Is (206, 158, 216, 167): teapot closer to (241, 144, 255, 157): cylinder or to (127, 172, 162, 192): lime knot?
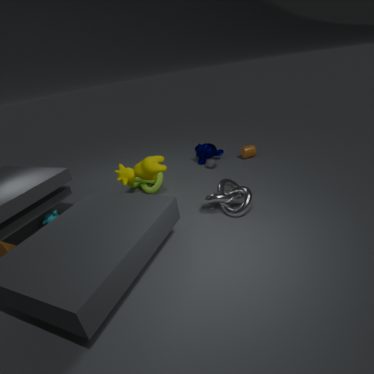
(241, 144, 255, 157): cylinder
